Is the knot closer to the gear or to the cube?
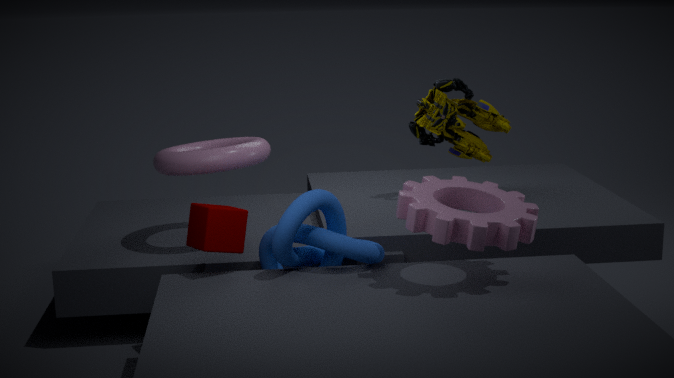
the cube
